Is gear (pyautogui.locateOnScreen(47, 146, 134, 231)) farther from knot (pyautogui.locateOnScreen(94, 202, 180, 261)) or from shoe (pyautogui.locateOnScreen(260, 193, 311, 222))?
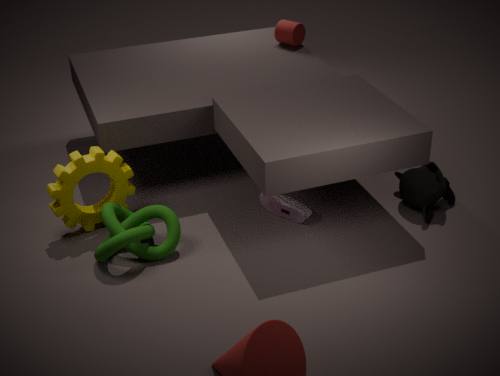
shoe (pyautogui.locateOnScreen(260, 193, 311, 222))
